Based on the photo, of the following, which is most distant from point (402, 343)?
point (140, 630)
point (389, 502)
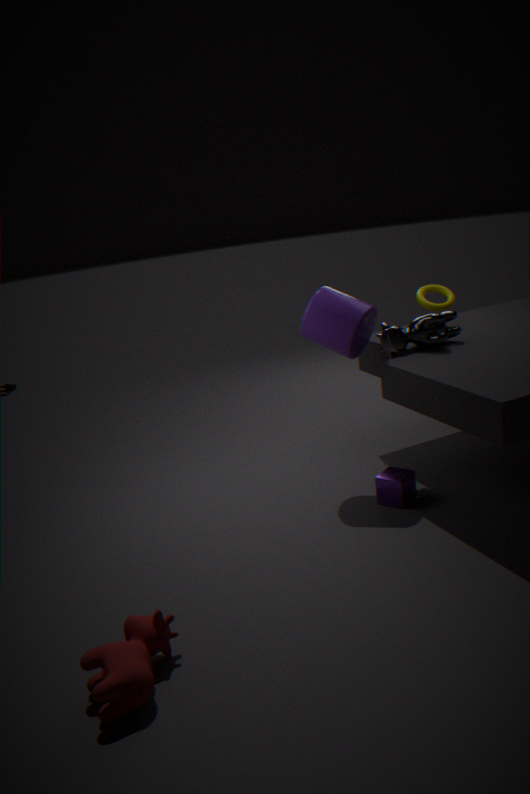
point (140, 630)
